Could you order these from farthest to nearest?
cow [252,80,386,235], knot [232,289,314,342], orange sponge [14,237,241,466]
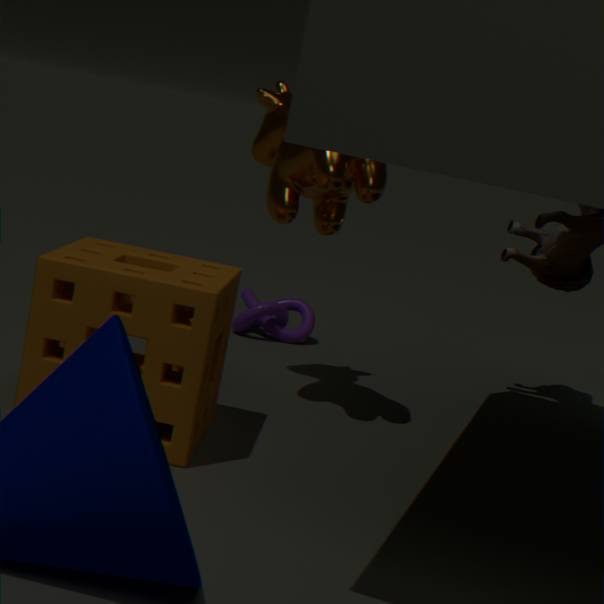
1. knot [232,289,314,342]
2. cow [252,80,386,235]
3. orange sponge [14,237,241,466]
